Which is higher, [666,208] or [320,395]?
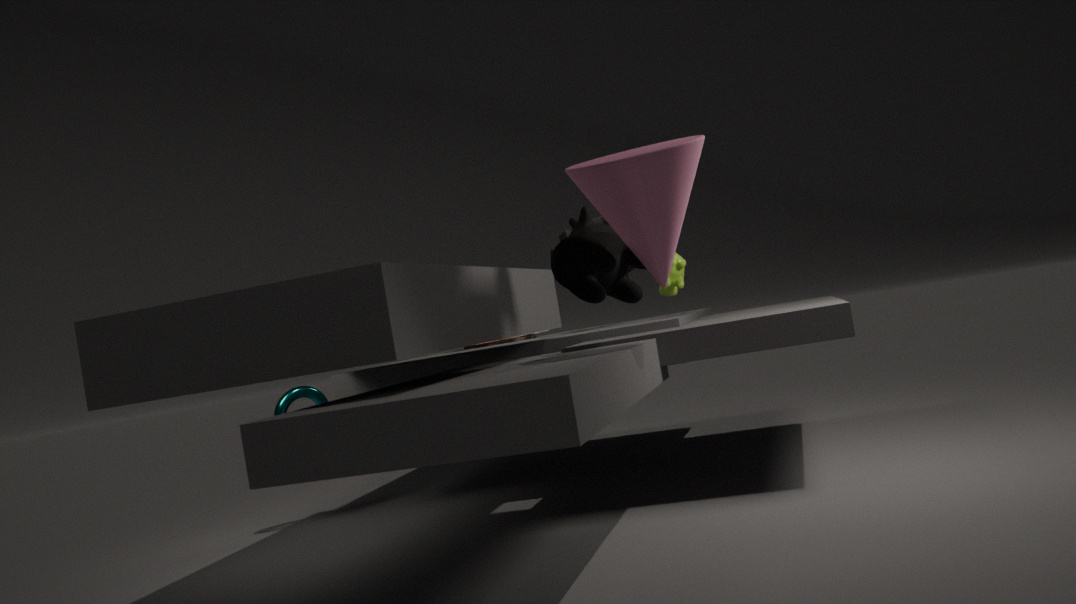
[666,208]
